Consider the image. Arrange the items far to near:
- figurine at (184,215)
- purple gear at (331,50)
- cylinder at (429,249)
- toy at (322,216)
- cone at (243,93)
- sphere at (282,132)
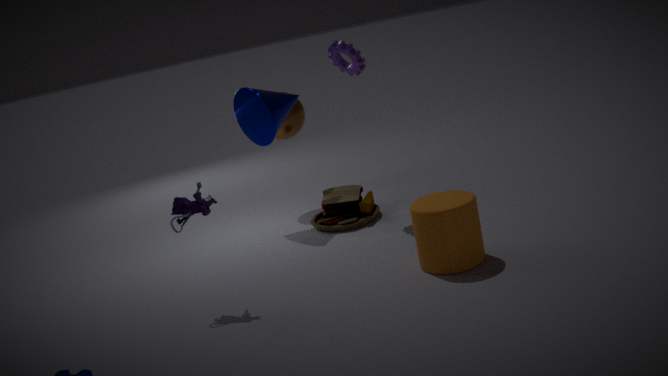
1. sphere at (282,132)
2. toy at (322,216)
3. cone at (243,93)
4. purple gear at (331,50)
5. figurine at (184,215)
6. cylinder at (429,249)
